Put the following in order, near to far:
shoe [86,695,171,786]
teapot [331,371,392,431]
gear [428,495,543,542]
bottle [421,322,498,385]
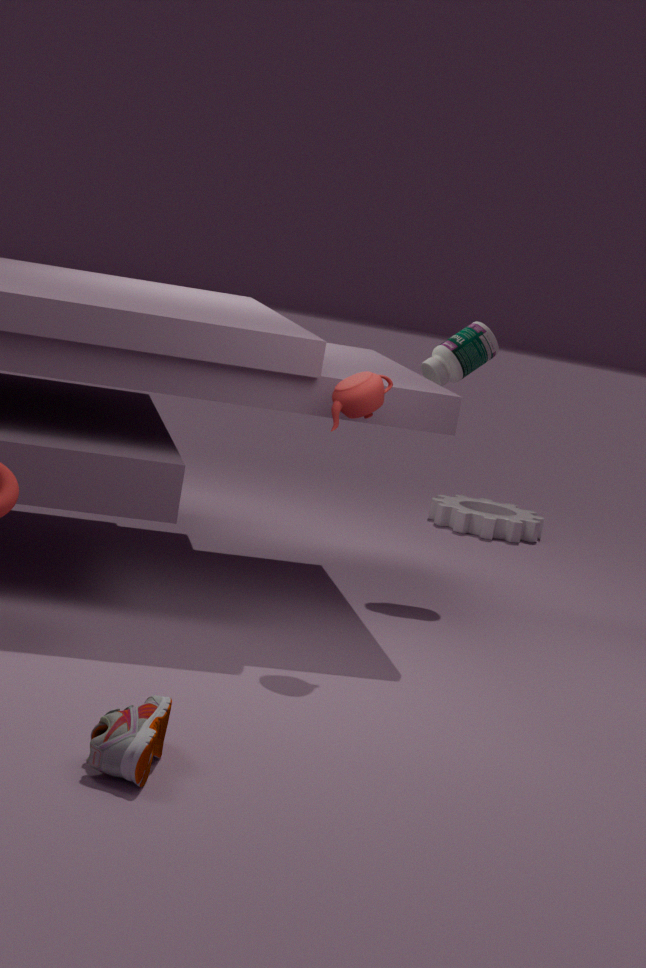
shoe [86,695,171,786] < teapot [331,371,392,431] < bottle [421,322,498,385] < gear [428,495,543,542]
